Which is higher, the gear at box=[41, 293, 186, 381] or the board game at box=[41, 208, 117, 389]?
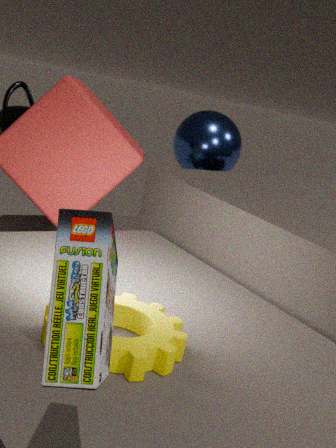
the board game at box=[41, 208, 117, 389]
